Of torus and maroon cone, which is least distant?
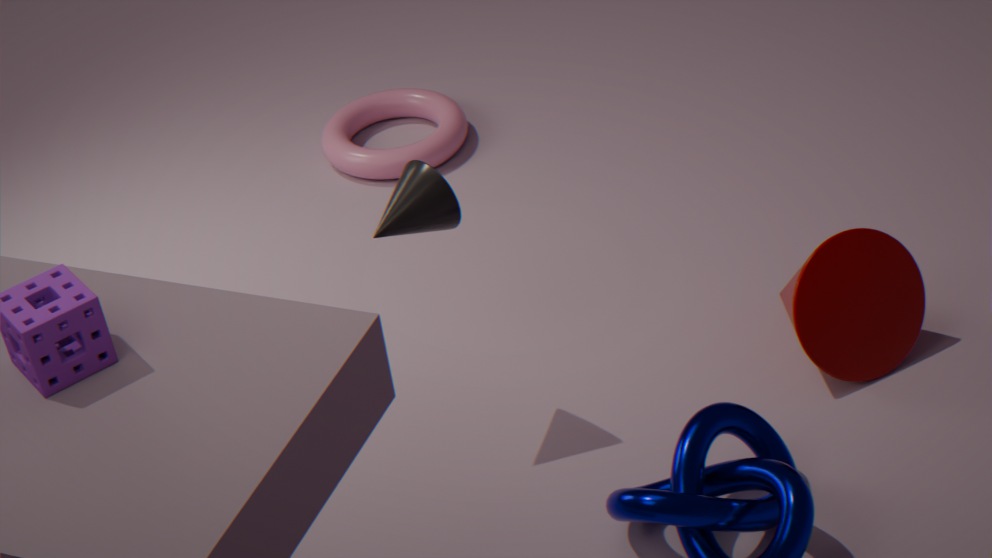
maroon cone
